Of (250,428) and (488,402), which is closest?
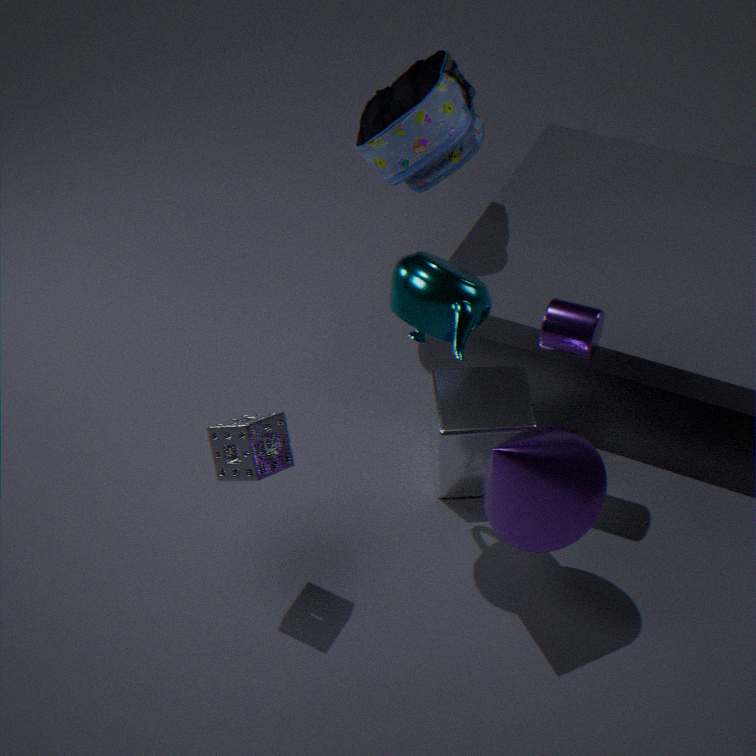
(250,428)
